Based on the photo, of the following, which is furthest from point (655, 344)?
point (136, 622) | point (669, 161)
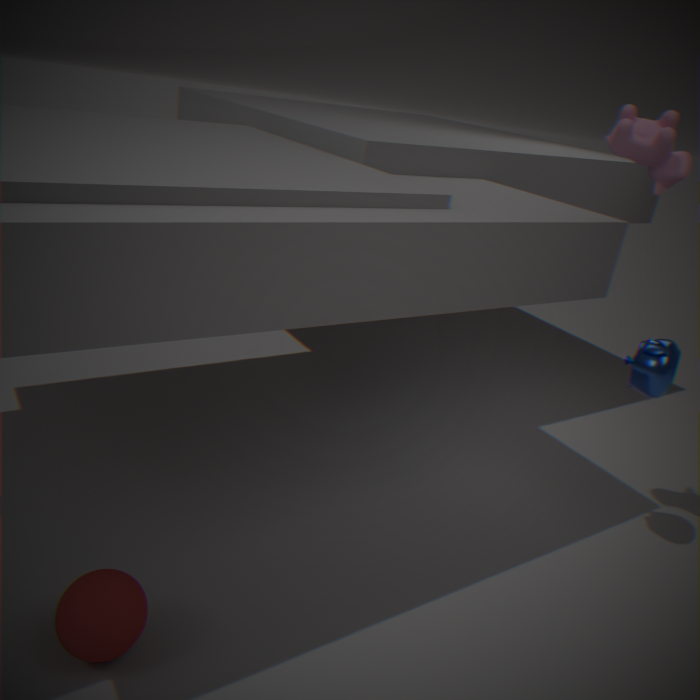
point (136, 622)
